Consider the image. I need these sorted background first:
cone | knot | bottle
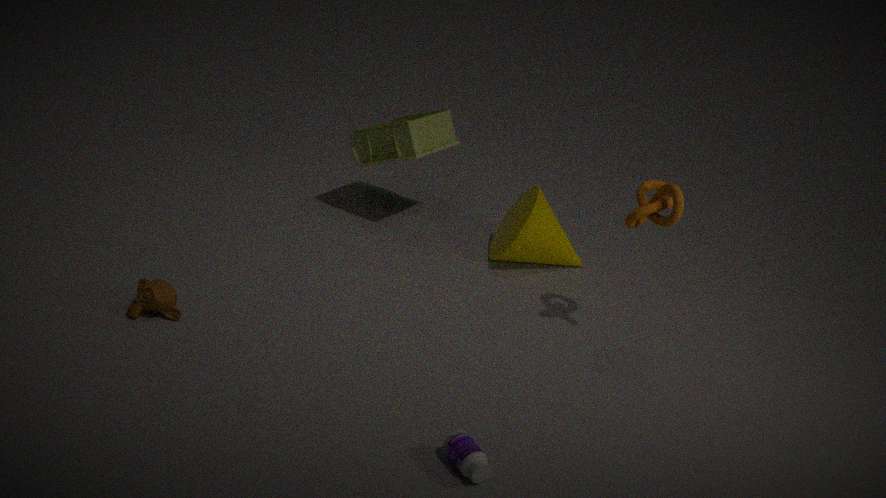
1. cone
2. knot
3. bottle
